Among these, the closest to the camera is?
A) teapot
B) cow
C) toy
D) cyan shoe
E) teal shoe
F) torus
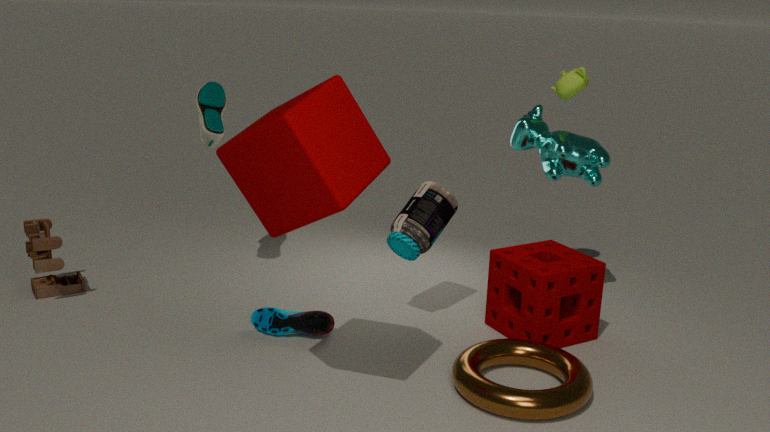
torus
